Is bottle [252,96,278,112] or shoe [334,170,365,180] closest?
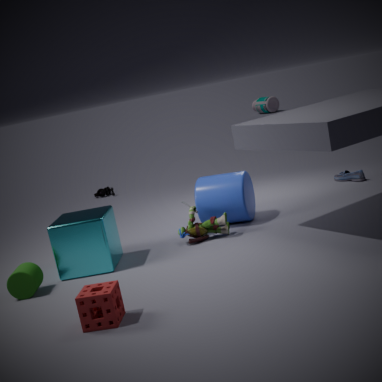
shoe [334,170,365,180]
